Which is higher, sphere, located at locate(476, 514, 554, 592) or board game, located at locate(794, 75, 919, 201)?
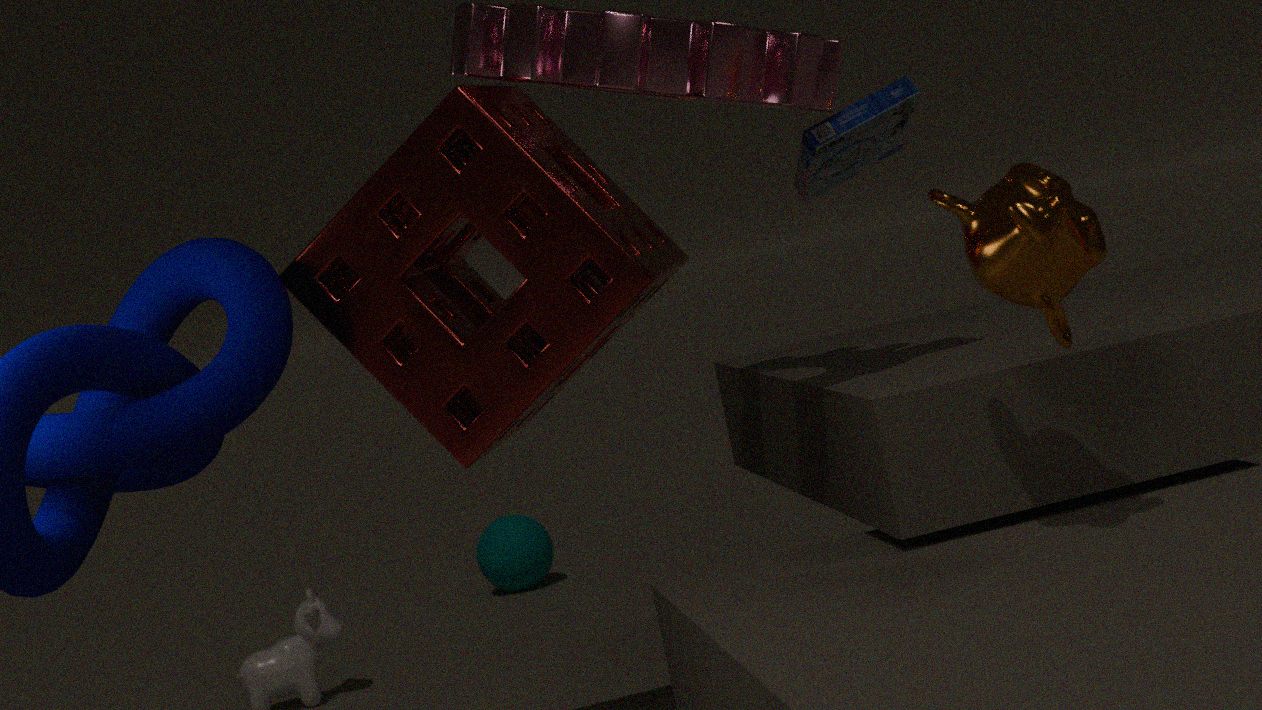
board game, located at locate(794, 75, 919, 201)
